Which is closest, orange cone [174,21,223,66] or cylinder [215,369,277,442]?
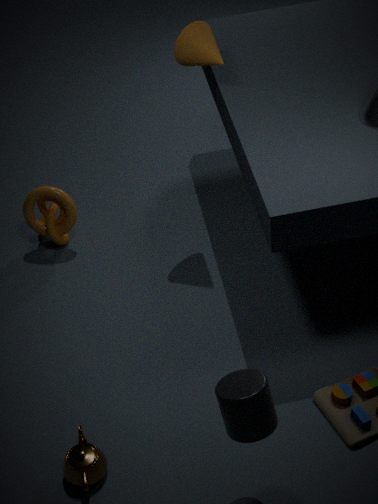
cylinder [215,369,277,442]
